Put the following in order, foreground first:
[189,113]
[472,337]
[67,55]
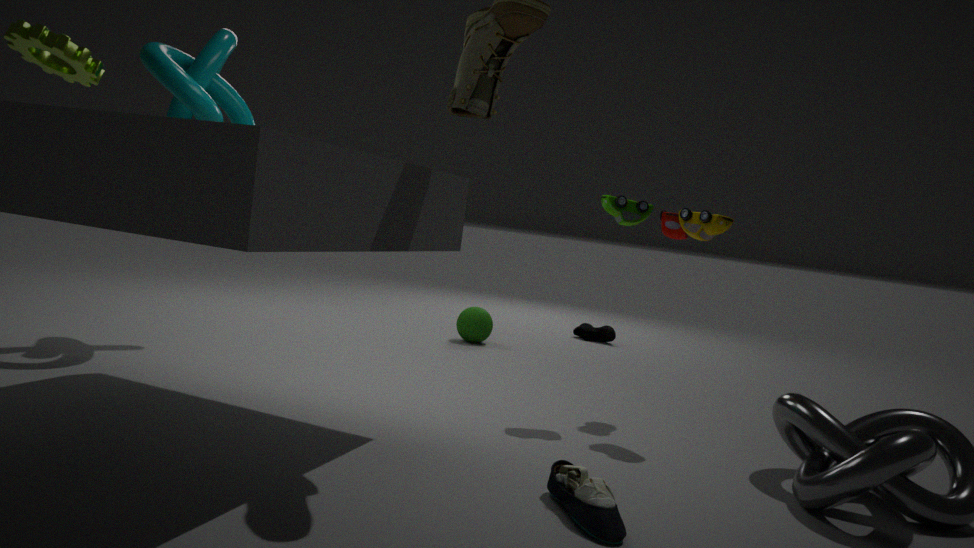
[67,55] < [189,113] < [472,337]
